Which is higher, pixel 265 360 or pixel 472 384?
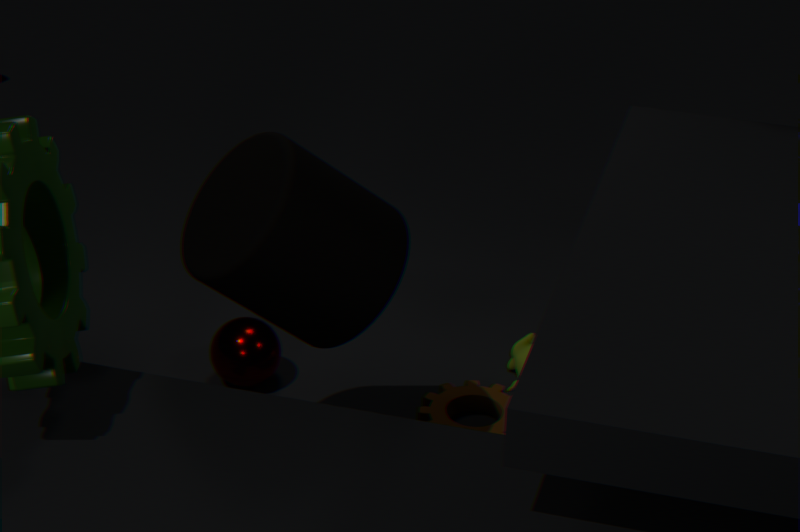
pixel 265 360
